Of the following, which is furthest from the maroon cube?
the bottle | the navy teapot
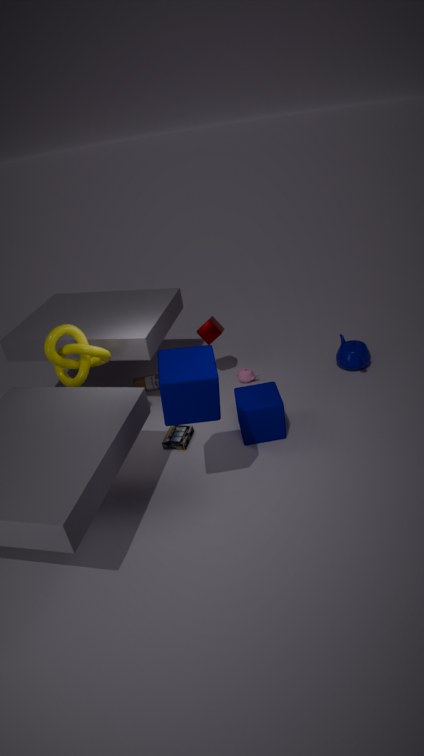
the navy teapot
